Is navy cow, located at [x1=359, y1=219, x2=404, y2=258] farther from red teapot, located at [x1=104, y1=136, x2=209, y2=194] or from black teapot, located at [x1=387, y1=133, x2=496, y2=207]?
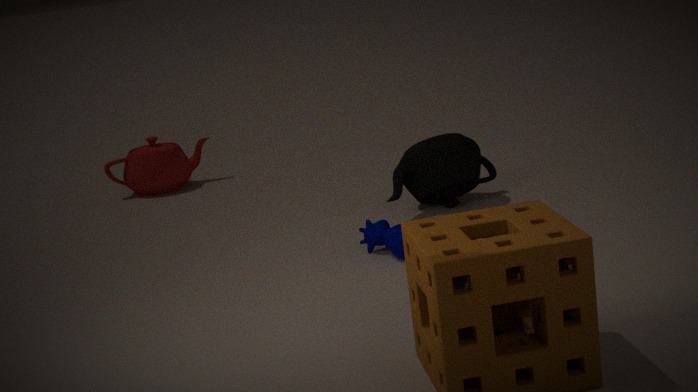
red teapot, located at [x1=104, y1=136, x2=209, y2=194]
